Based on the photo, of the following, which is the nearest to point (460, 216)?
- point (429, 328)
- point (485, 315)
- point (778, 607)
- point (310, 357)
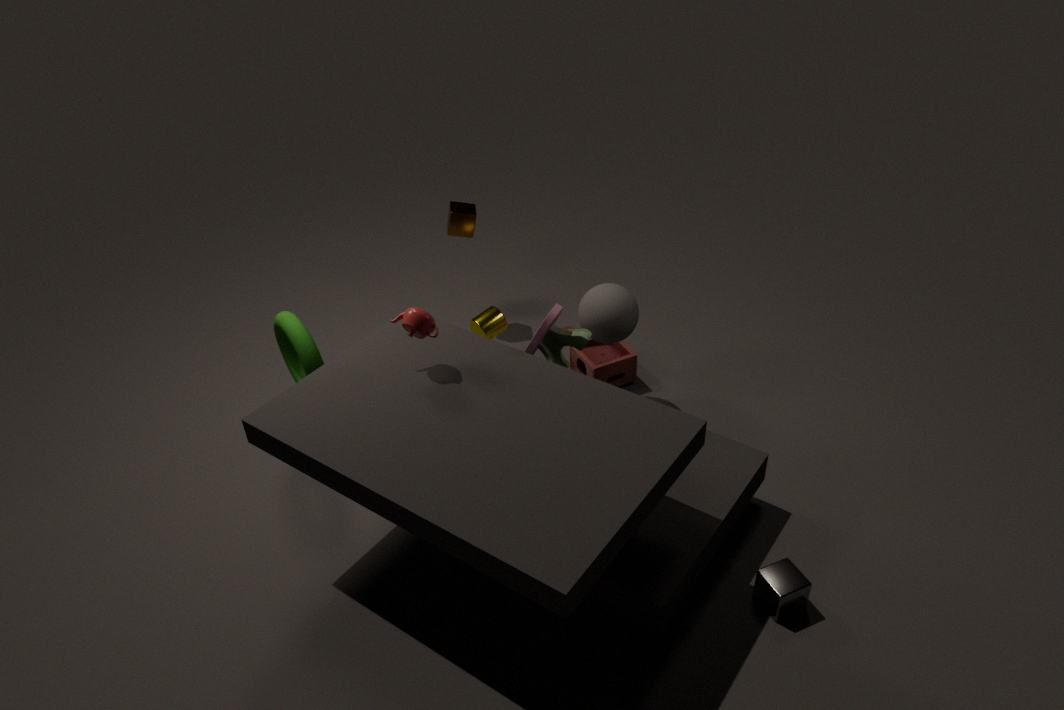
point (485, 315)
